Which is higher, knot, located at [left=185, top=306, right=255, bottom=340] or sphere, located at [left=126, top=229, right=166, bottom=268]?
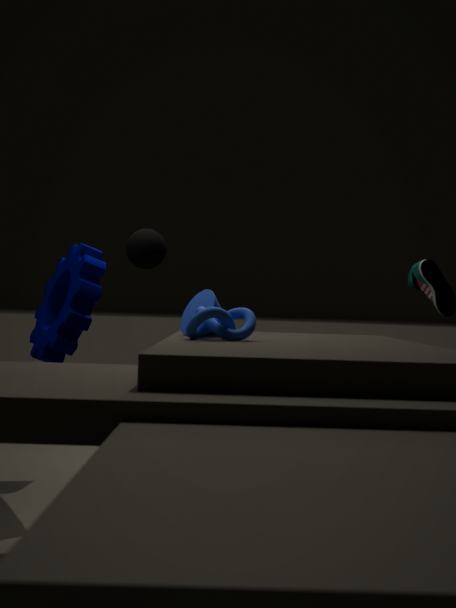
sphere, located at [left=126, top=229, right=166, bottom=268]
